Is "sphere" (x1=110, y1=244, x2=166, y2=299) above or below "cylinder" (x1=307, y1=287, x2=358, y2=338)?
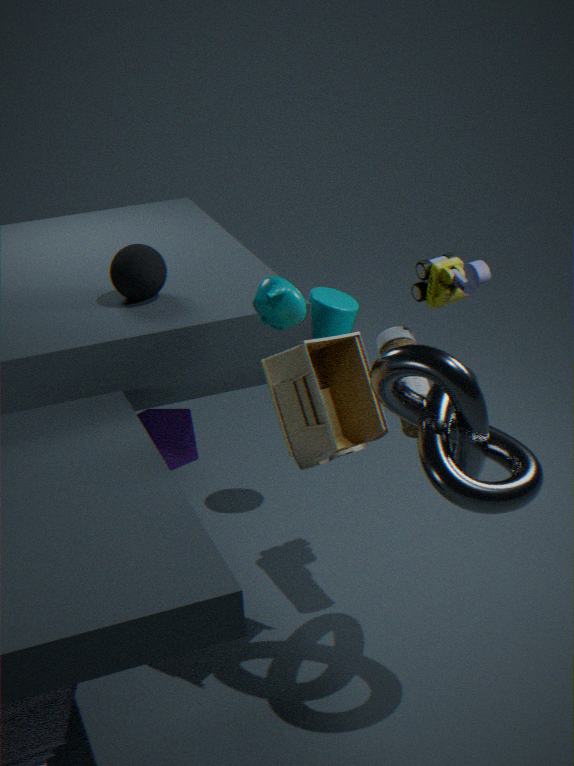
above
